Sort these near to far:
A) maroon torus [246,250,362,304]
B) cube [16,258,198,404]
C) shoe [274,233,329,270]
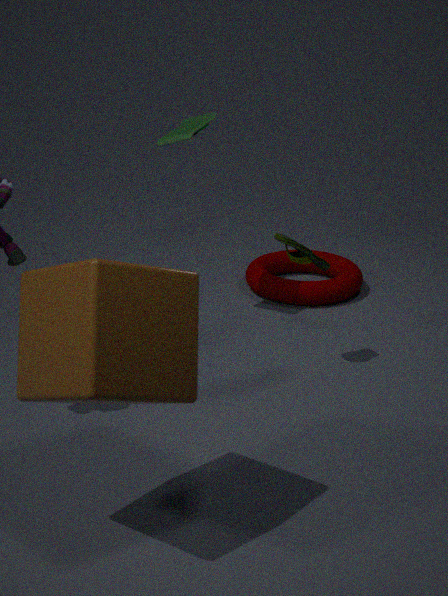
cube [16,258,198,404], shoe [274,233,329,270], maroon torus [246,250,362,304]
